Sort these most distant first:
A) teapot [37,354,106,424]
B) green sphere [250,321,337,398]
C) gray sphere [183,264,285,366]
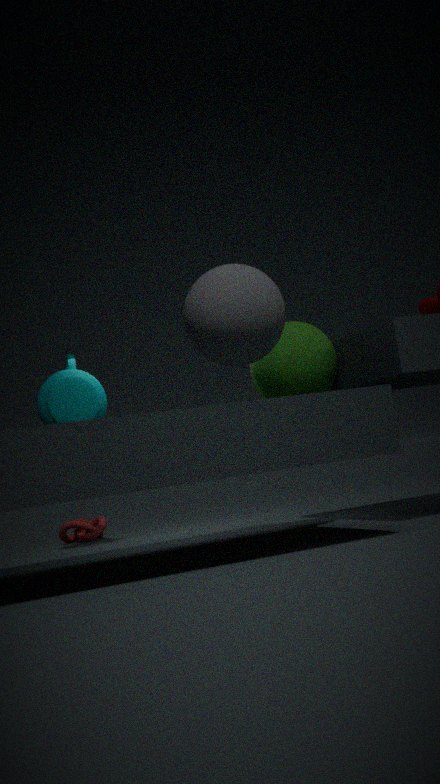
teapot [37,354,106,424] < green sphere [250,321,337,398] < gray sphere [183,264,285,366]
